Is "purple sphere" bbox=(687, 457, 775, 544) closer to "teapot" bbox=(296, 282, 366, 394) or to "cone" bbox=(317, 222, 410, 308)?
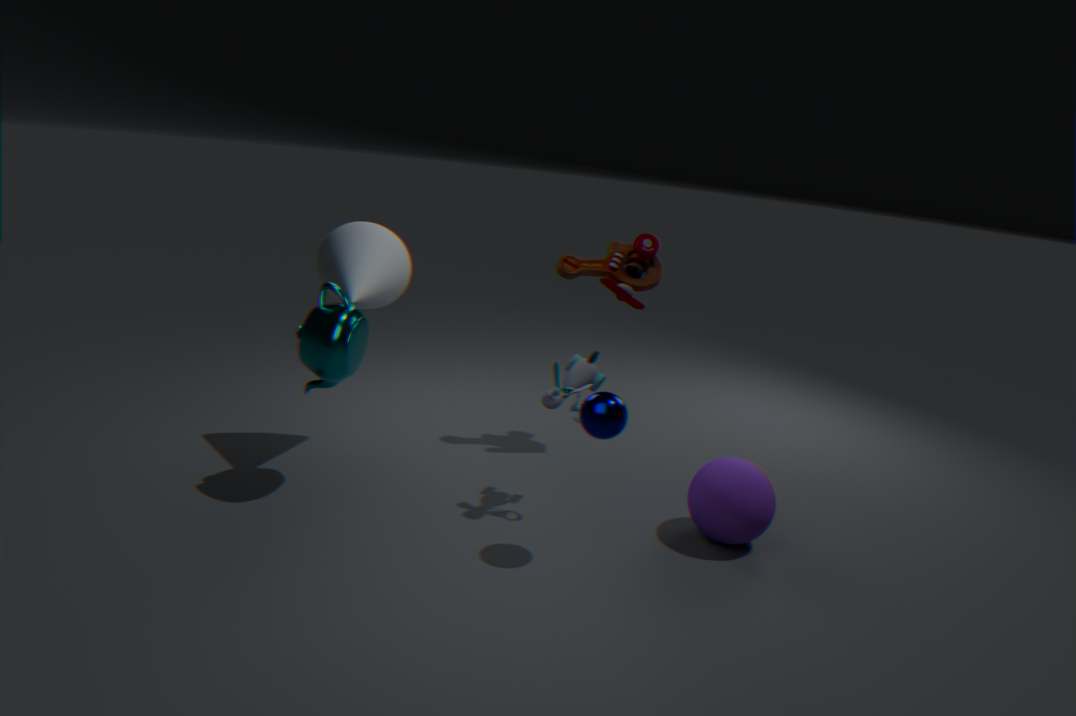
"teapot" bbox=(296, 282, 366, 394)
